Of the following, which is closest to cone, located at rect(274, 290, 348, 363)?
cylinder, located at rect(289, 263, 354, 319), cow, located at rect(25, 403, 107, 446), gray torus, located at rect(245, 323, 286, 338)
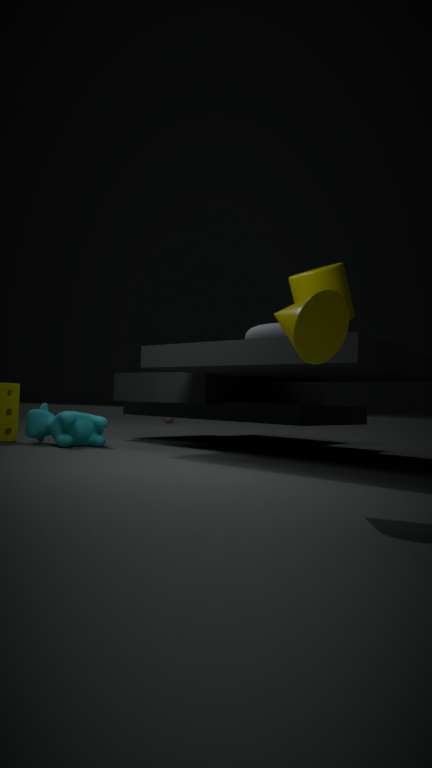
gray torus, located at rect(245, 323, 286, 338)
